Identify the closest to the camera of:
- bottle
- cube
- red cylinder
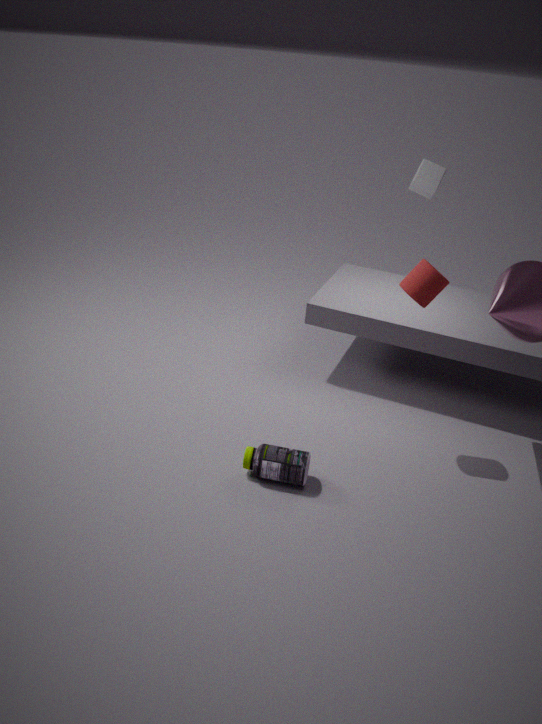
bottle
